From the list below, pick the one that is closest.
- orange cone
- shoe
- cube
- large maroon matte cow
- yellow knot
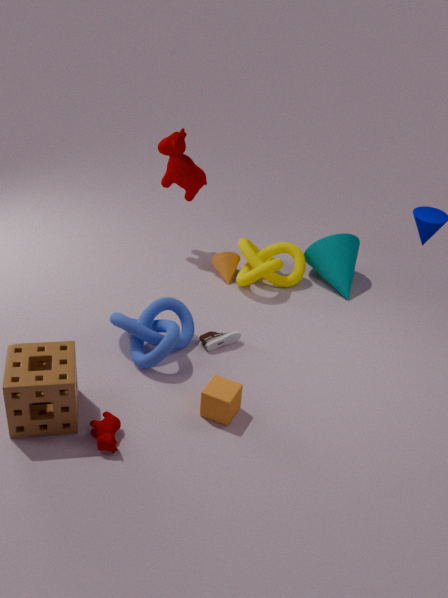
cube
